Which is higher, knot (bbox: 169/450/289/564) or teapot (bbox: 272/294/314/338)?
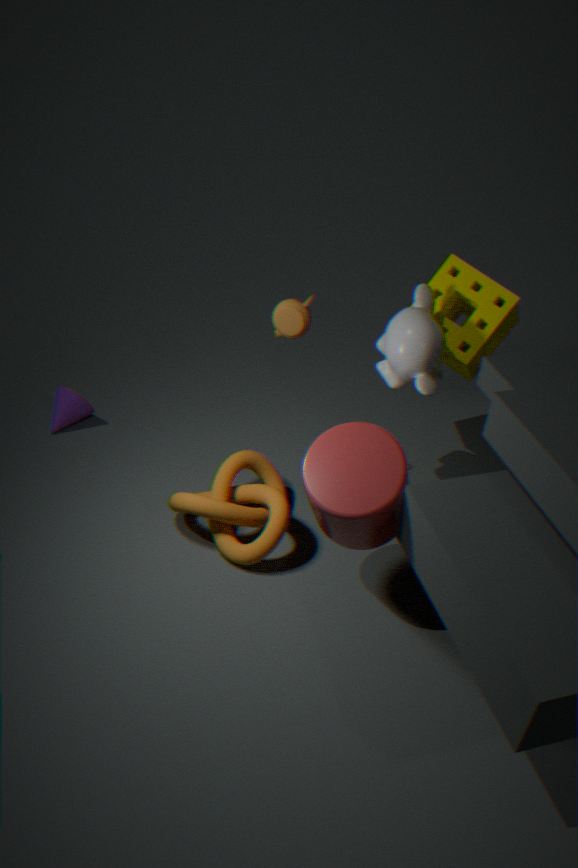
teapot (bbox: 272/294/314/338)
